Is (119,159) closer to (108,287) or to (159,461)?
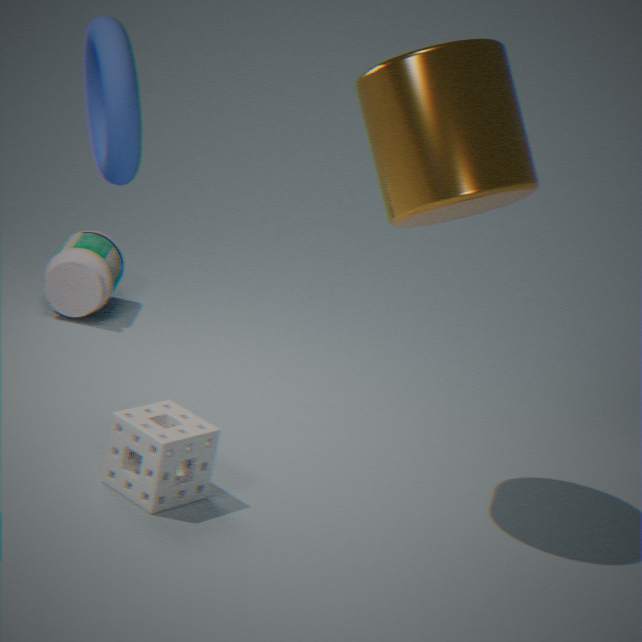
(159,461)
